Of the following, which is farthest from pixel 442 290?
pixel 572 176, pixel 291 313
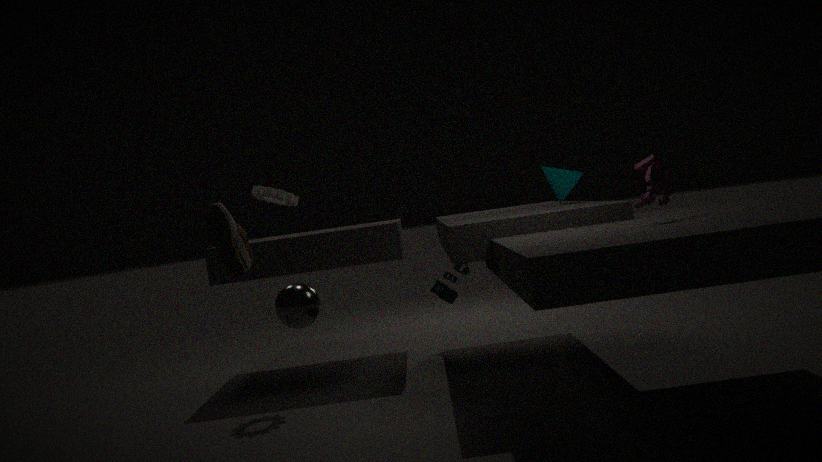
pixel 291 313
